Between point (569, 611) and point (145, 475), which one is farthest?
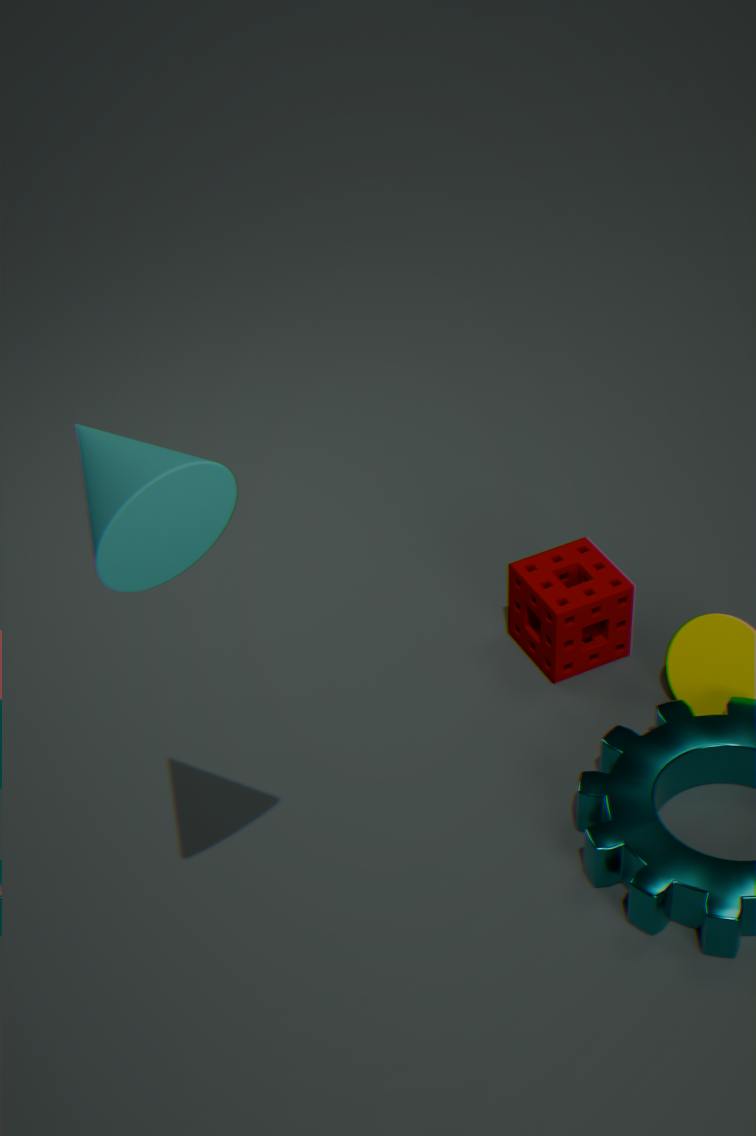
point (569, 611)
